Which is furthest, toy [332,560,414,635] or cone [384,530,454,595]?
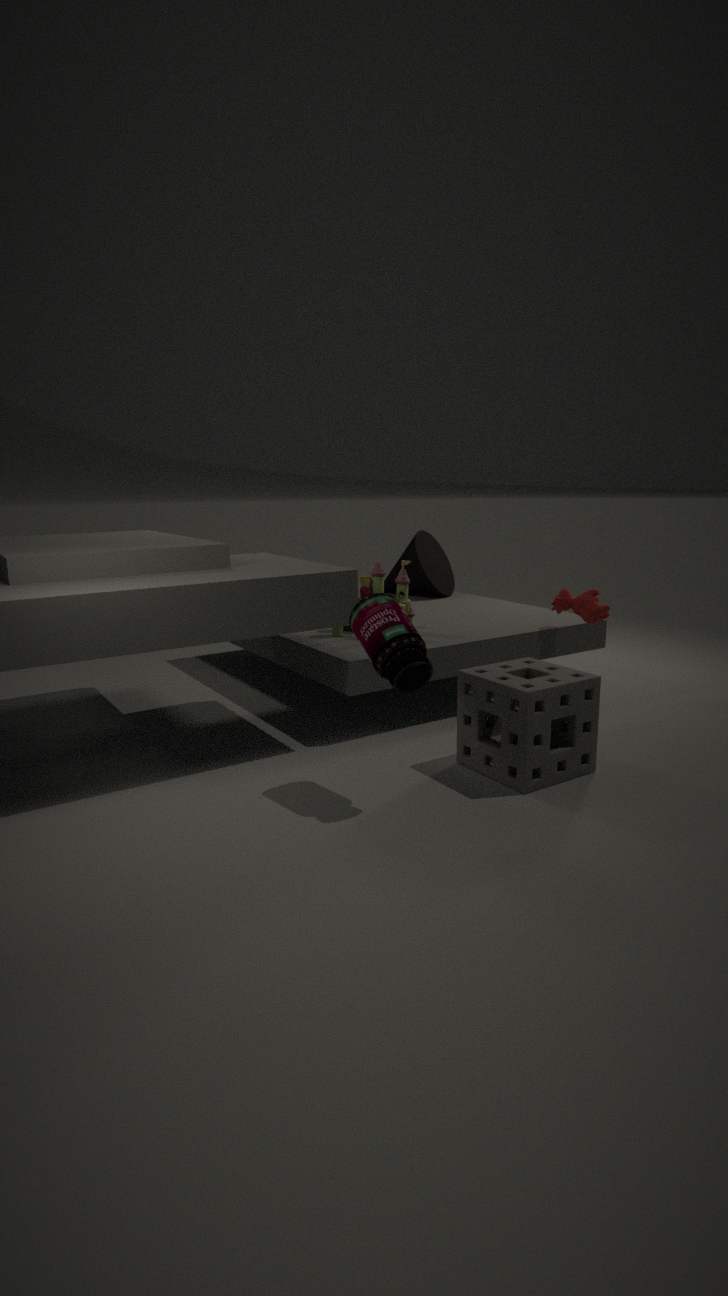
cone [384,530,454,595]
